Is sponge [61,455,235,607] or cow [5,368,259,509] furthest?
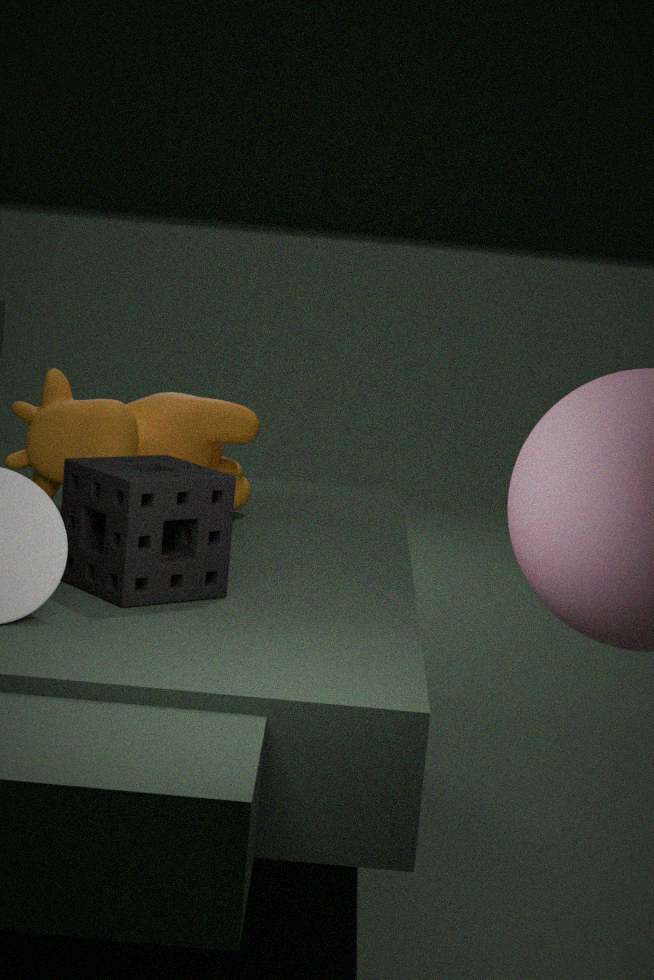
cow [5,368,259,509]
